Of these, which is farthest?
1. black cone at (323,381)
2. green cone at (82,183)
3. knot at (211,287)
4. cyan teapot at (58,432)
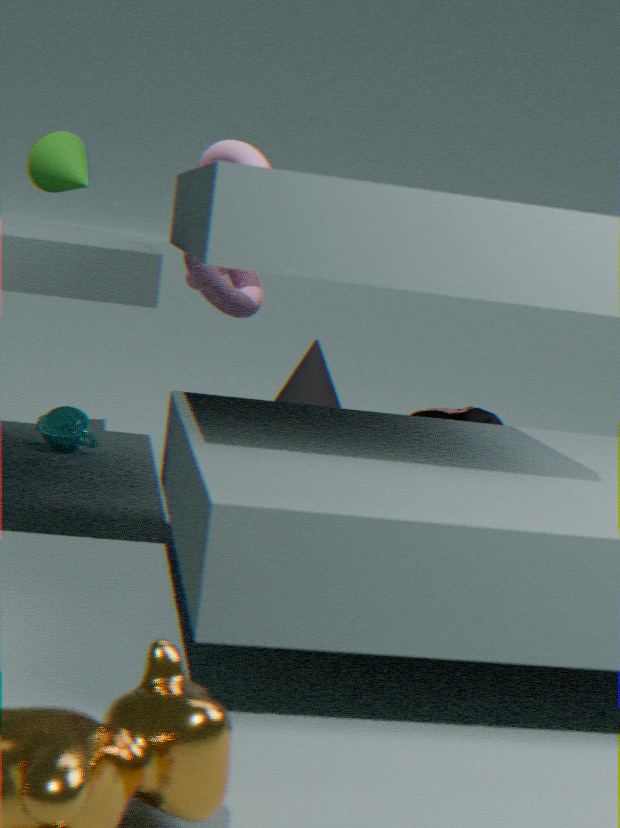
black cone at (323,381)
